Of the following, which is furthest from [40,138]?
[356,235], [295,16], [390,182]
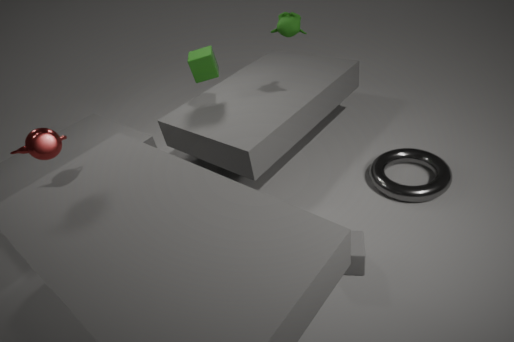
[390,182]
